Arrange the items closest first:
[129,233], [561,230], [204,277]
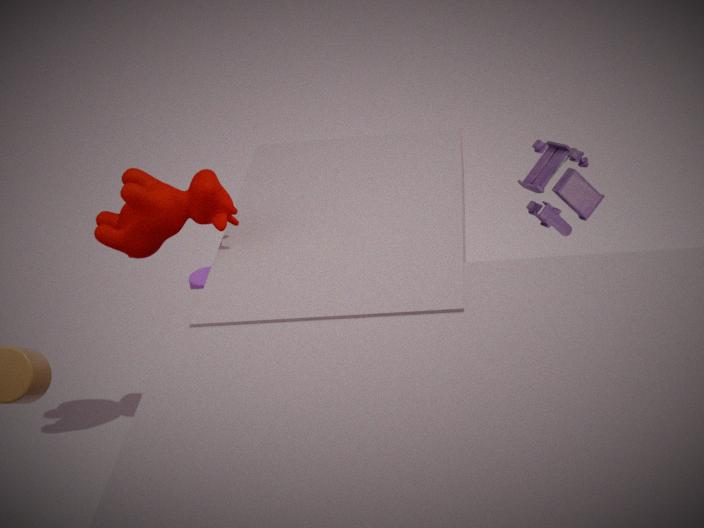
[129,233]
[561,230]
[204,277]
